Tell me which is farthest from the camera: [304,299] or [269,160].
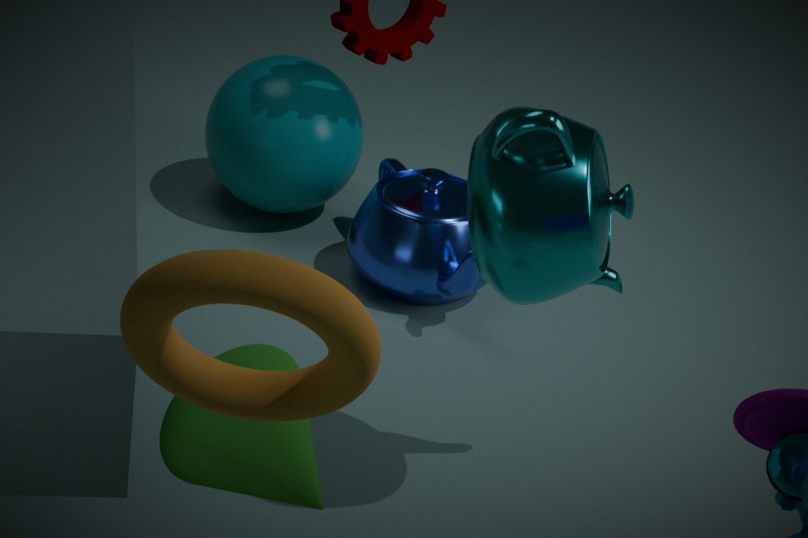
[269,160]
